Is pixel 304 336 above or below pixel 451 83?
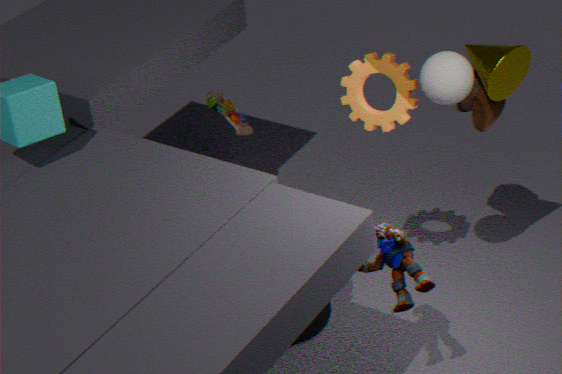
below
